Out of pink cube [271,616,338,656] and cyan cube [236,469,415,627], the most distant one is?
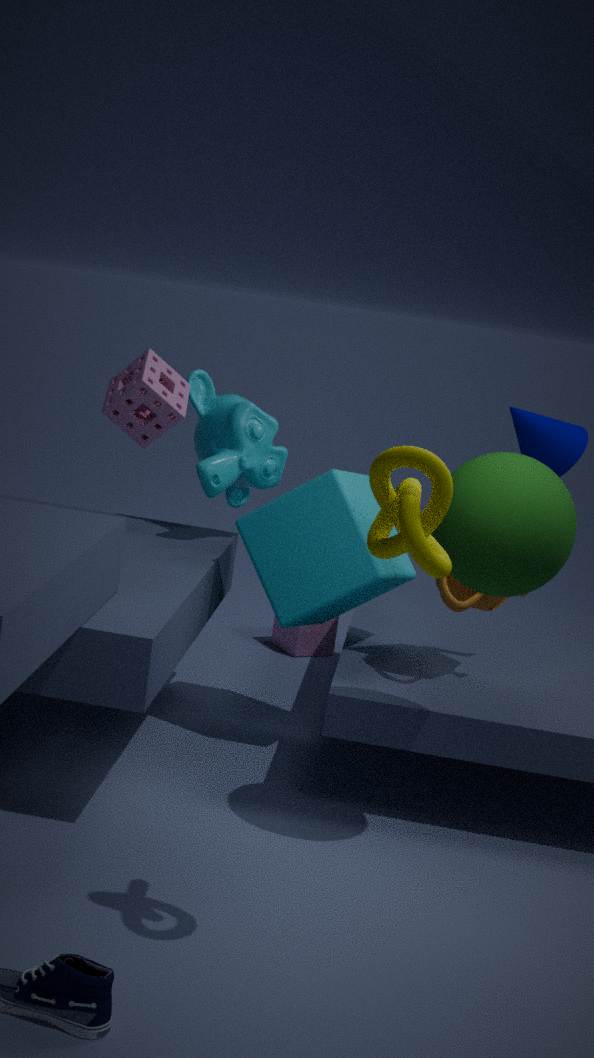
pink cube [271,616,338,656]
